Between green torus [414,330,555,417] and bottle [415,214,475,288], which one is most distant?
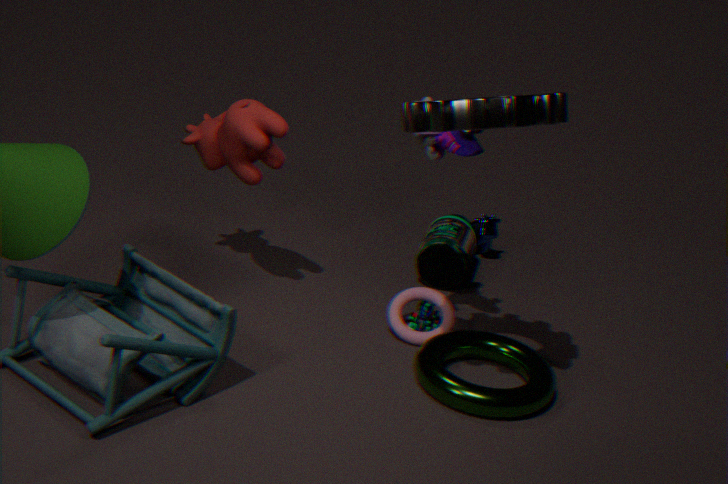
bottle [415,214,475,288]
